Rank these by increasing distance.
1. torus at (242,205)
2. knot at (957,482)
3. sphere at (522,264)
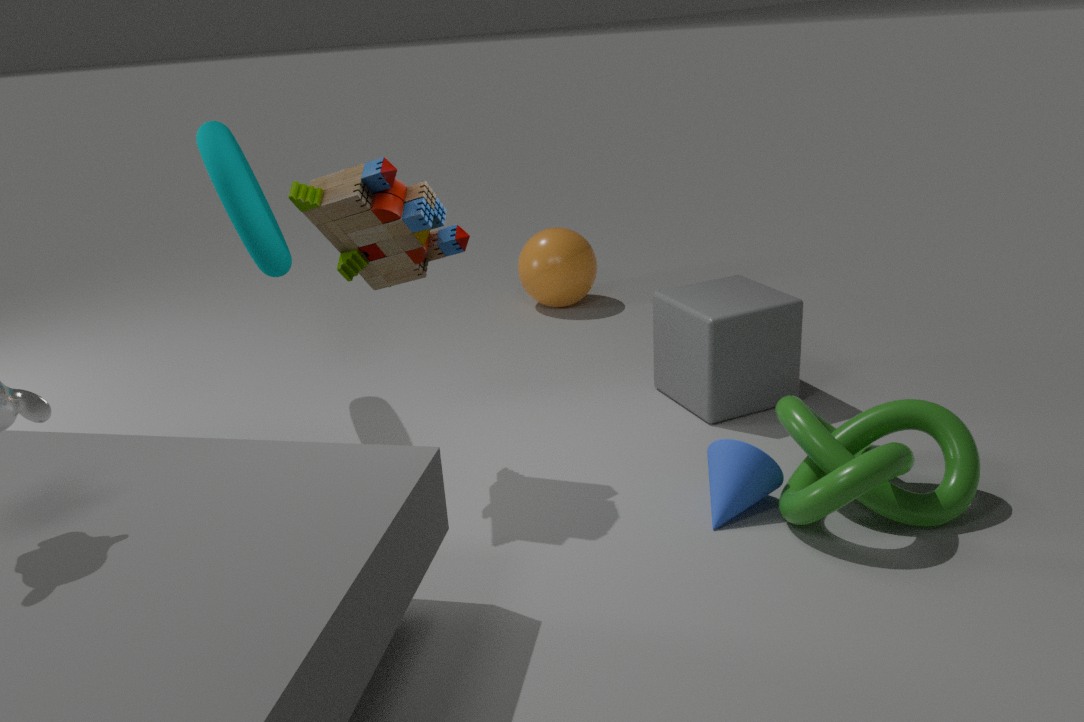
knot at (957,482) < torus at (242,205) < sphere at (522,264)
